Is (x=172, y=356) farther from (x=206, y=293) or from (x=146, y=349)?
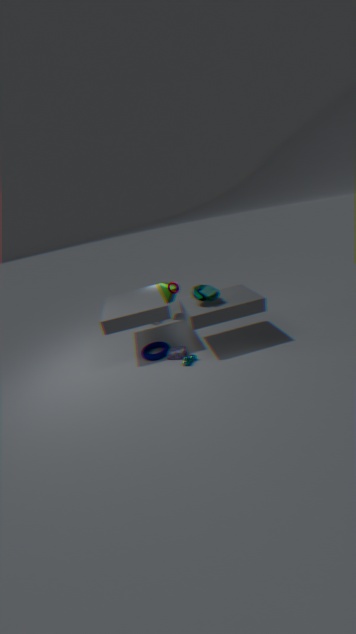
(x=206, y=293)
